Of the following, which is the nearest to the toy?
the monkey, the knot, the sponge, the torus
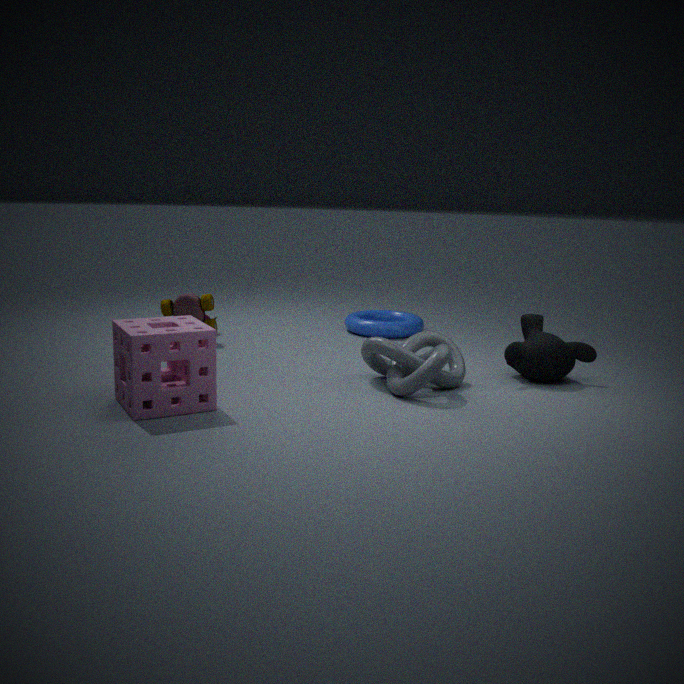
the torus
